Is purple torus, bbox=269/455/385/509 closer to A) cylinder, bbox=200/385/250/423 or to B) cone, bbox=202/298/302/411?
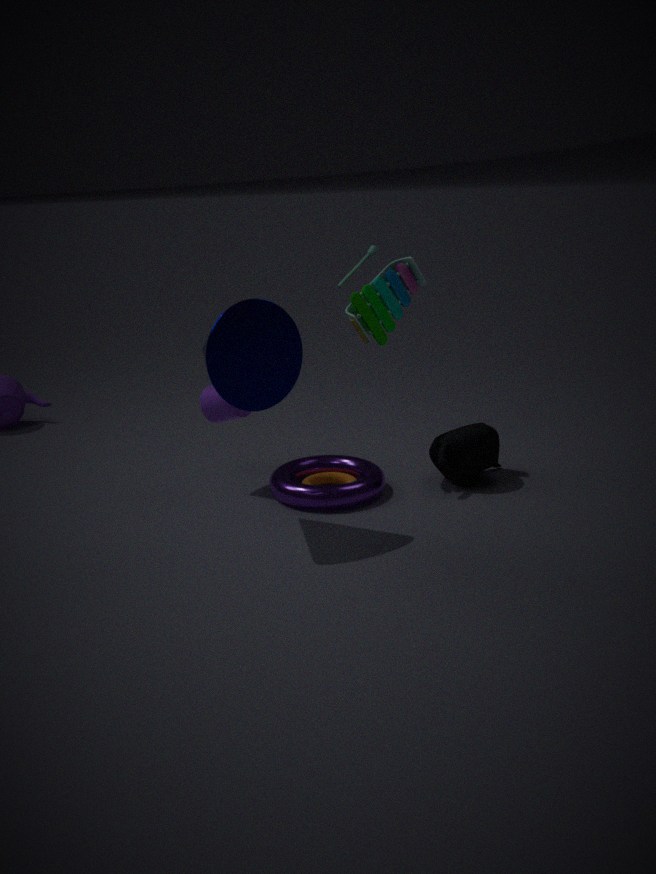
A) cylinder, bbox=200/385/250/423
